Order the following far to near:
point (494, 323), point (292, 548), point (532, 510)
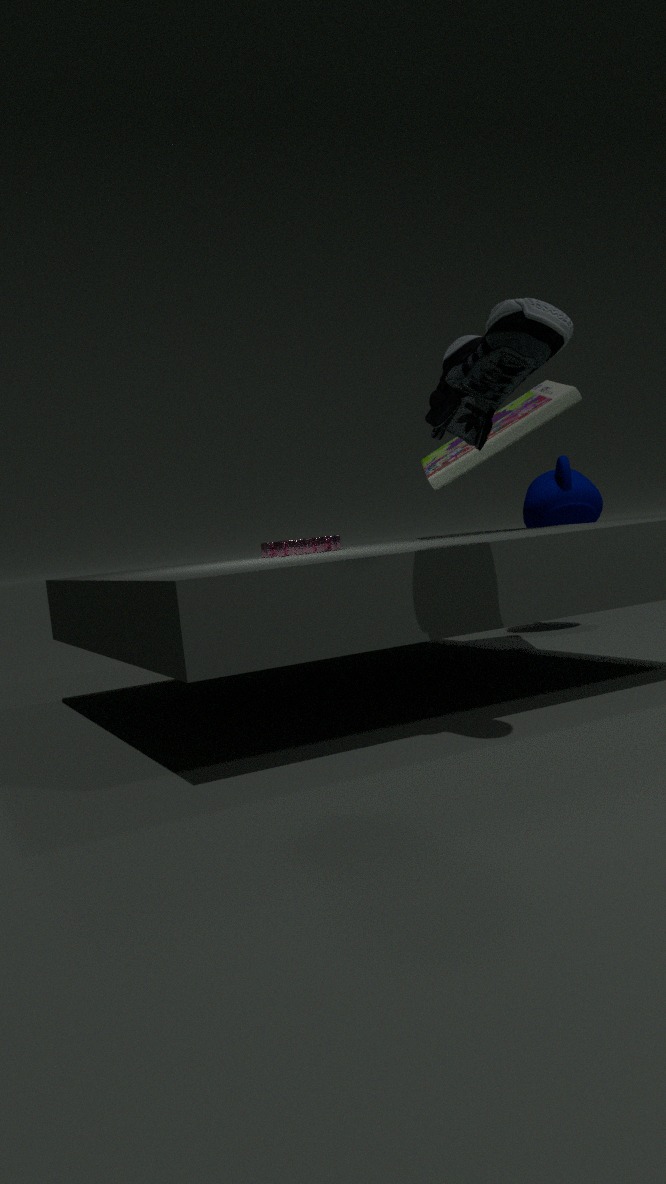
point (532, 510), point (292, 548), point (494, 323)
